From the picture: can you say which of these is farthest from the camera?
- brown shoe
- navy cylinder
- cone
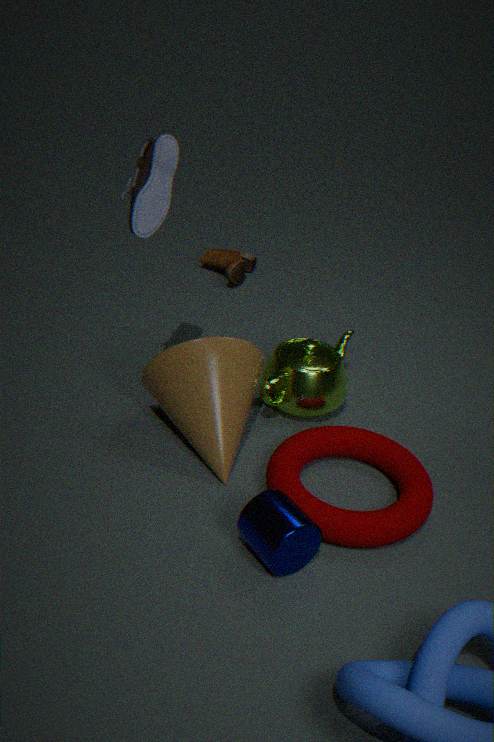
brown shoe
